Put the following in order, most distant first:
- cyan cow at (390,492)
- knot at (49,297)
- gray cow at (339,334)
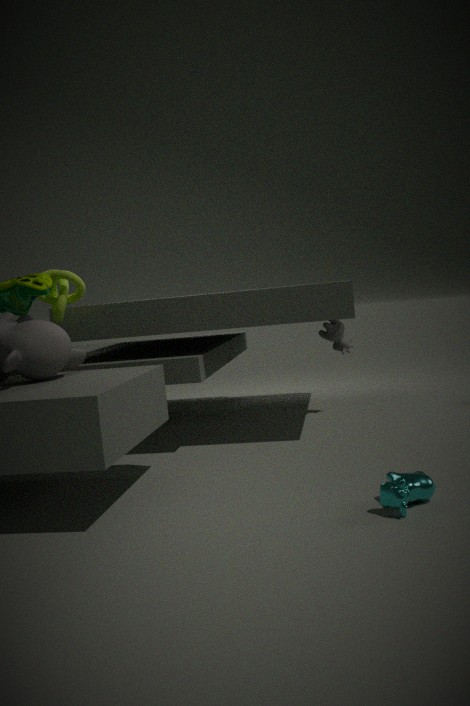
1. gray cow at (339,334)
2. knot at (49,297)
3. cyan cow at (390,492)
